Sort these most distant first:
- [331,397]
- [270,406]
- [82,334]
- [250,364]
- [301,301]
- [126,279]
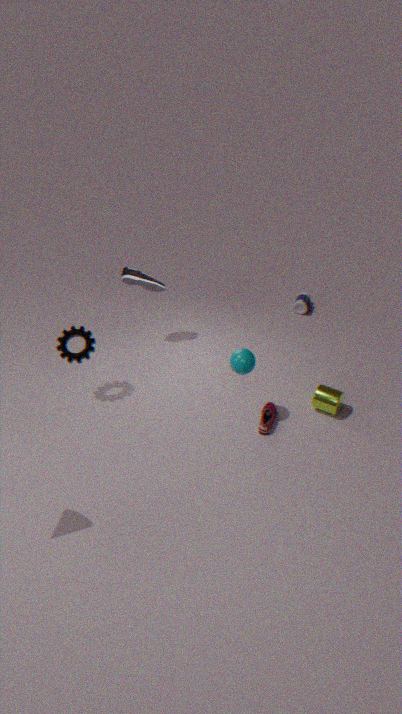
[301,301] < [126,279] < [270,406] < [82,334] < [331,397] < [250,364]
